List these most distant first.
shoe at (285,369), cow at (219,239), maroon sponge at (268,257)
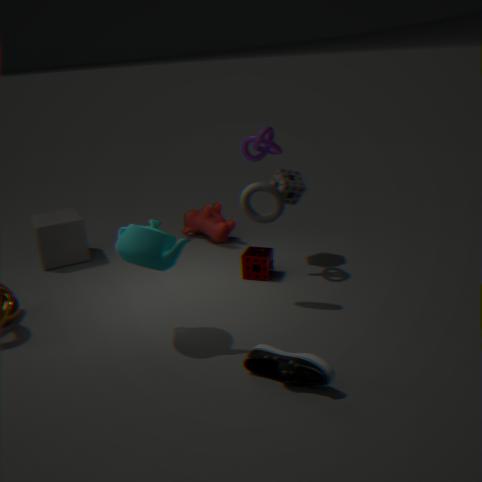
1. cow at (219,239)
2. maroon sponge at (268,257)
3. shoe at (285,369)
